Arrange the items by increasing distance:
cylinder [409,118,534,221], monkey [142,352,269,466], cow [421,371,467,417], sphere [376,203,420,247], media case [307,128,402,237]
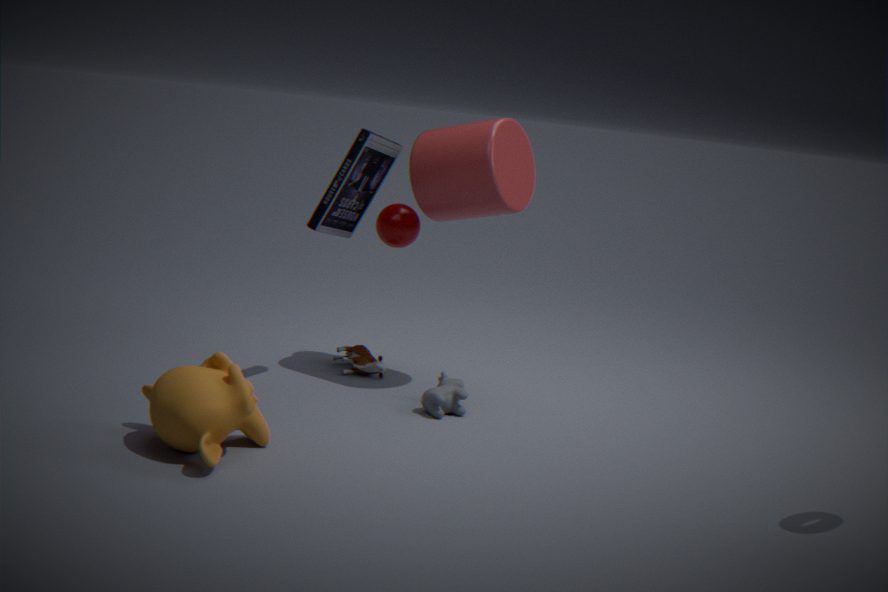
monkey [142,352,269,466]
media case [307,128,402,237]
cow [421,371,467,417]
cylinder [409,118,534,221]
sphere [376,203,420,247]
